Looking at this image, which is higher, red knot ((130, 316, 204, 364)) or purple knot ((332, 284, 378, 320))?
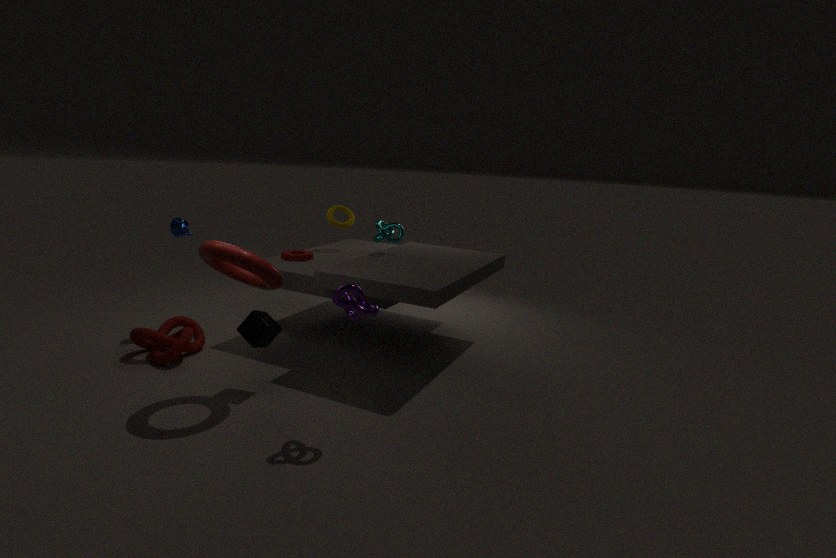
purple knot ((332, 284, 378, 320))
